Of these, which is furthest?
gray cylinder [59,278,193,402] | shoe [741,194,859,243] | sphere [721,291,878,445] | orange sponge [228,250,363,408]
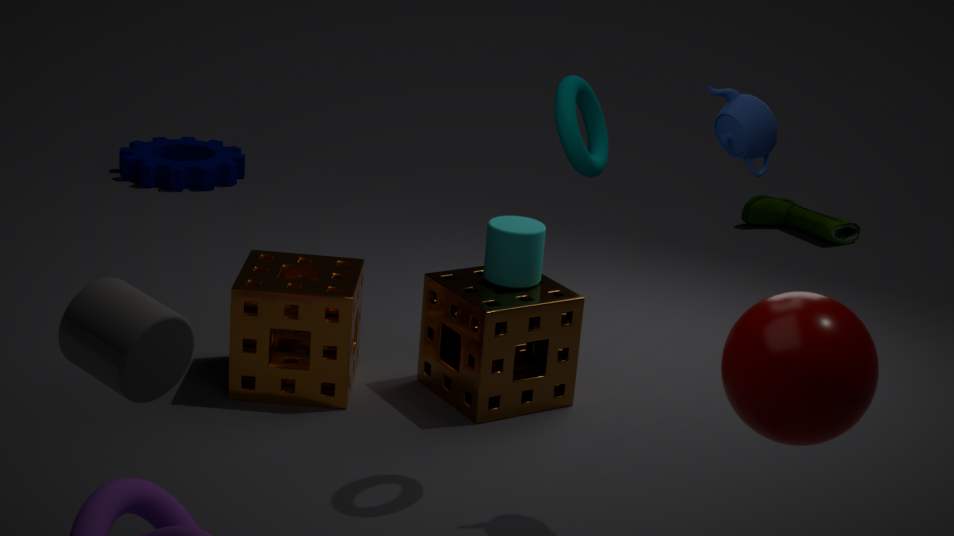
shoe [741,194,859,243]
